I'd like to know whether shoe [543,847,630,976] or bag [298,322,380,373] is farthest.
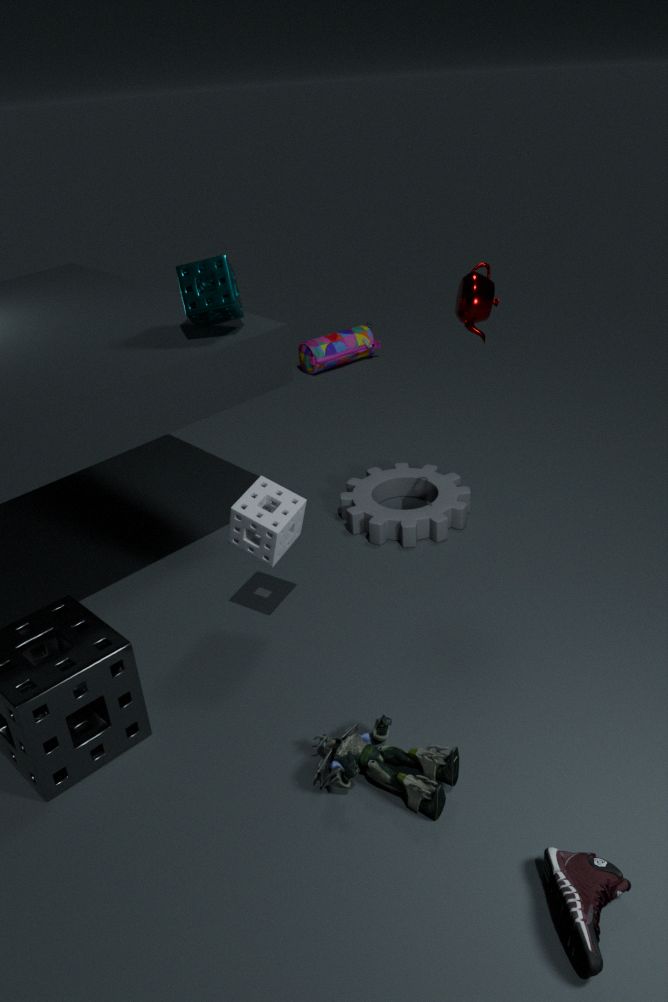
bag [298,322,380,373]
